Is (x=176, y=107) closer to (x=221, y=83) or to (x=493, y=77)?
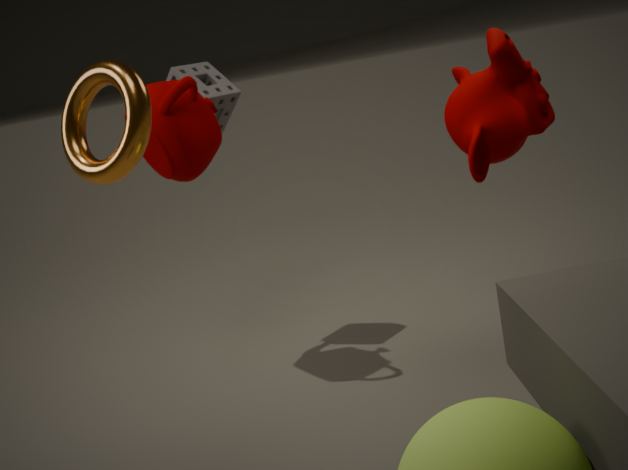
(x=221, y=83)
